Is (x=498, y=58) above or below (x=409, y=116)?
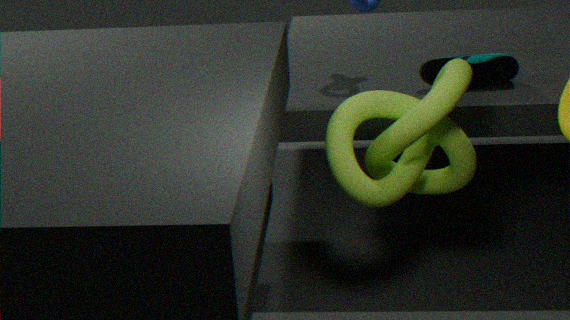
above
